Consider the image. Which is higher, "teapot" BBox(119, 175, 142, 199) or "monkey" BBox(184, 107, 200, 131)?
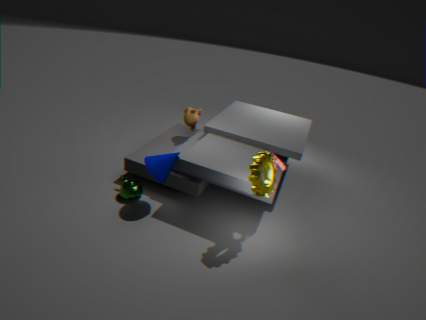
"monkey" BBox(184, 107, 200, 131)
